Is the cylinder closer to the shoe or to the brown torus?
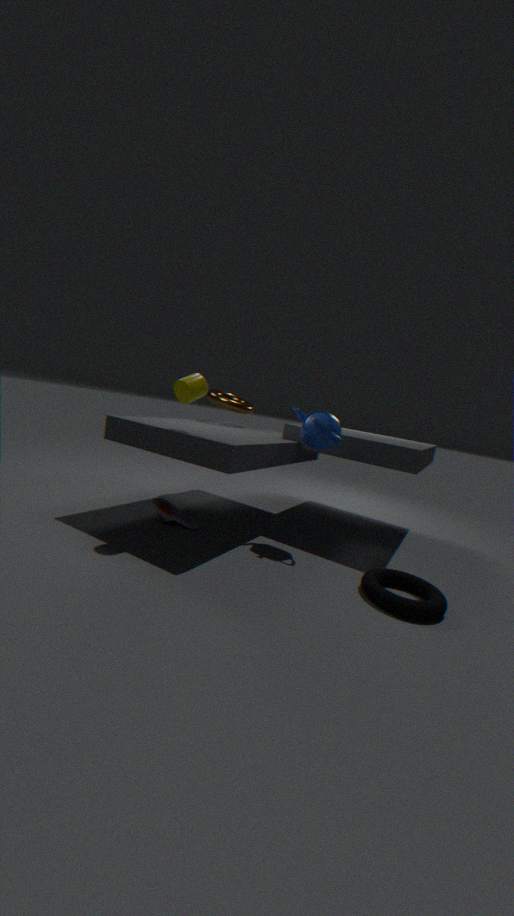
the shoe
